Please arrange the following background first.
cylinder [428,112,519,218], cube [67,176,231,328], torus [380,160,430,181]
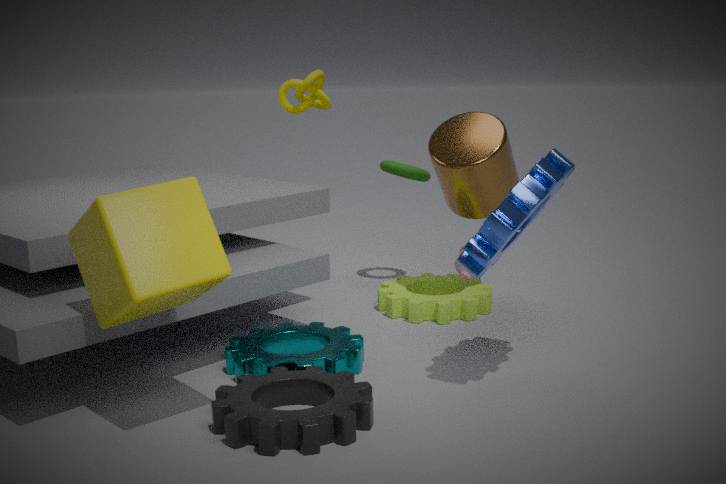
torus [380,160,430,181] → cylinder [428,112,519,218] → cube [67,176,231,328]
